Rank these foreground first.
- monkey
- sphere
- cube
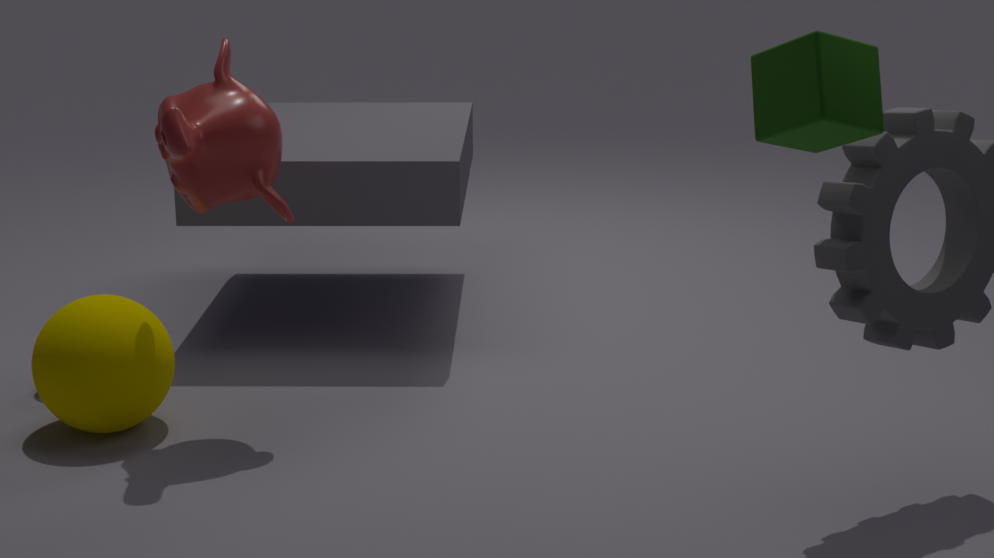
cube < monkey < sphere
